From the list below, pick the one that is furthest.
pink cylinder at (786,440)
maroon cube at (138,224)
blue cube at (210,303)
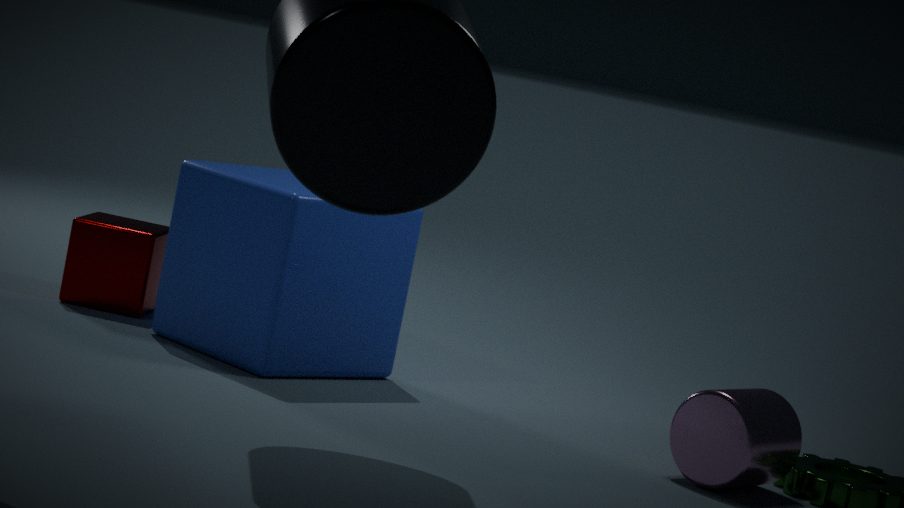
maroon cube at (138,224)
